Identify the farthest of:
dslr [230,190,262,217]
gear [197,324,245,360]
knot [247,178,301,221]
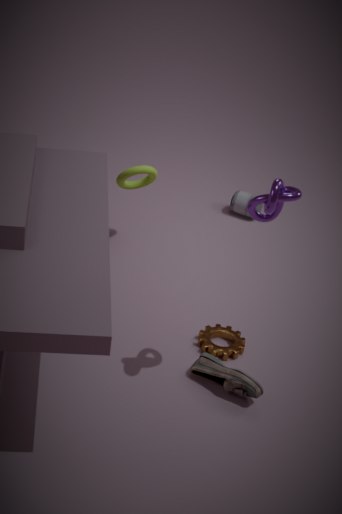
dslr [230,190,262,217]
